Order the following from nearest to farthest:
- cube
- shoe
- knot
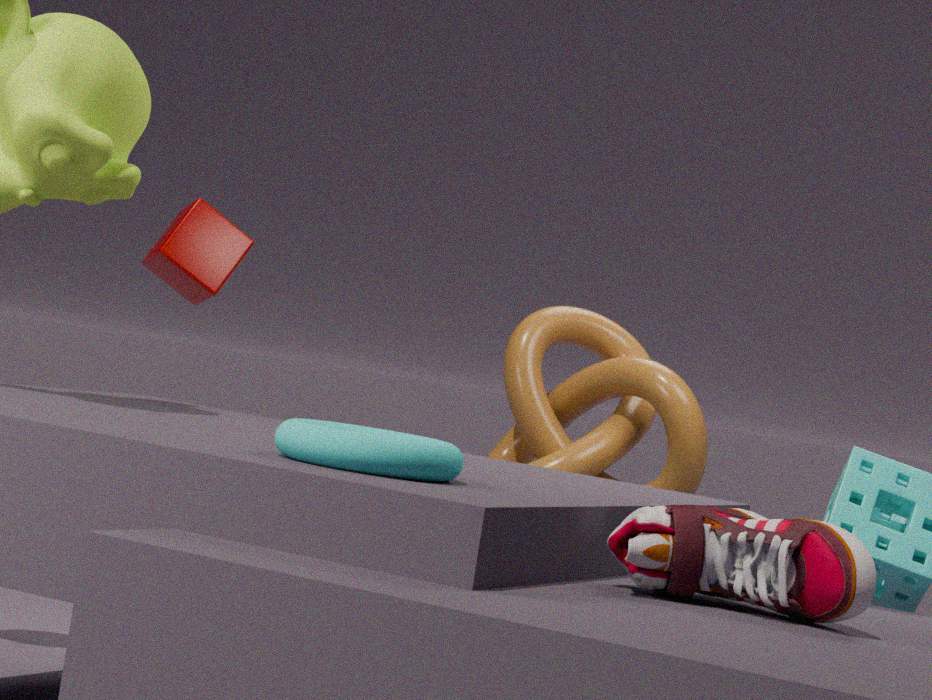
shoe
knot
cube
